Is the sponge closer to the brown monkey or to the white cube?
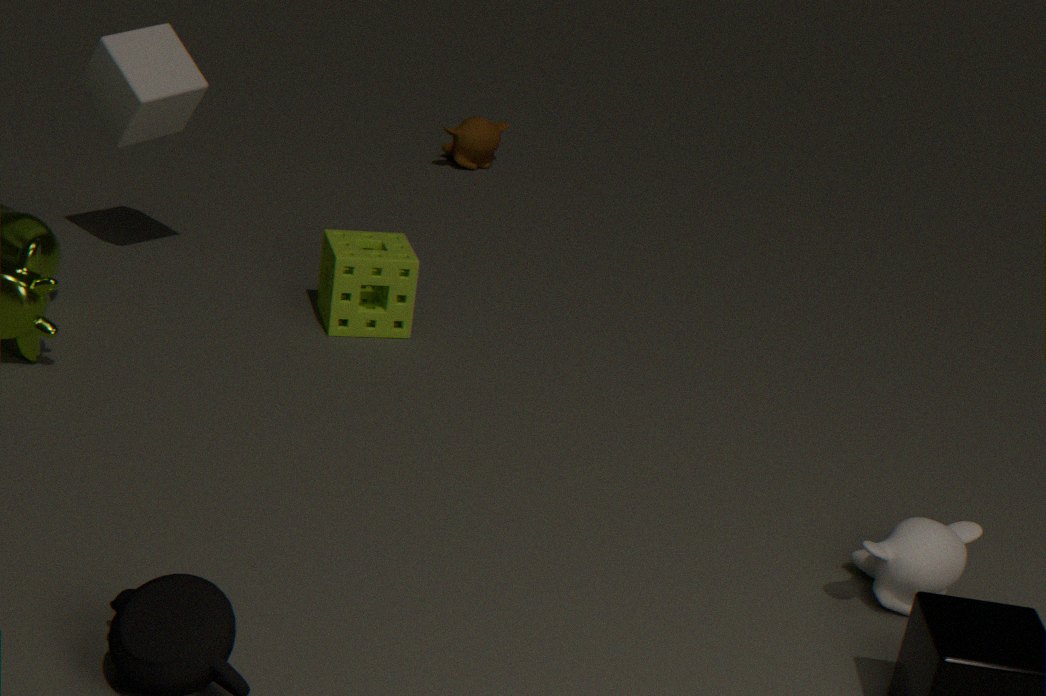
the white cube
